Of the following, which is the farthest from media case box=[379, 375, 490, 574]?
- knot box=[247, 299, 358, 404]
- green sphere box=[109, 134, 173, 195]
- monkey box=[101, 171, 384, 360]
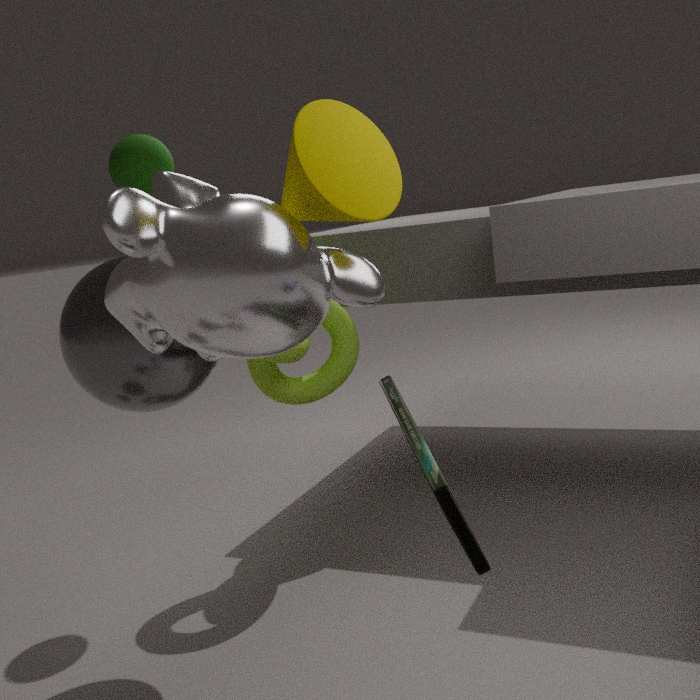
green sphere box=[109, 134, 173, 195]
